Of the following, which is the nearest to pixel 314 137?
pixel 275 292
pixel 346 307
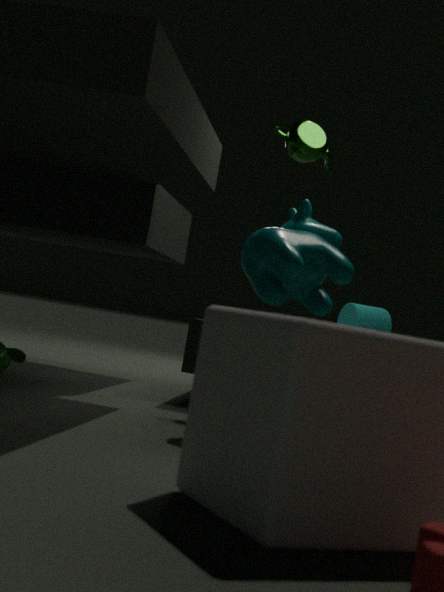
pixel 275 292
